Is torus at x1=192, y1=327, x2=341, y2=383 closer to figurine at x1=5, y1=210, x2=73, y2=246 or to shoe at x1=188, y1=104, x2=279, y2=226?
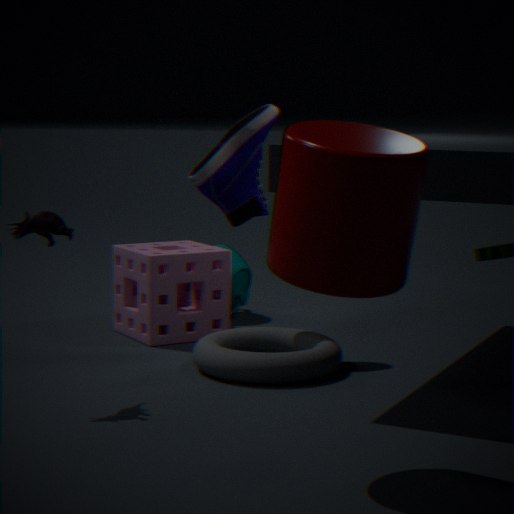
shoe at x1=188, y1=104, x2=279, y2=226
